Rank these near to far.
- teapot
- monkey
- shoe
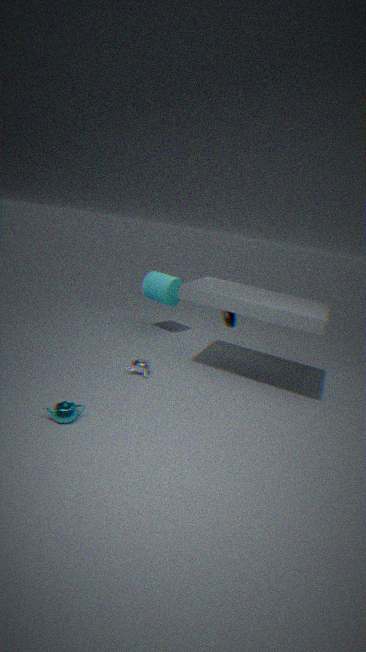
→ teapot < monkey < shoe
